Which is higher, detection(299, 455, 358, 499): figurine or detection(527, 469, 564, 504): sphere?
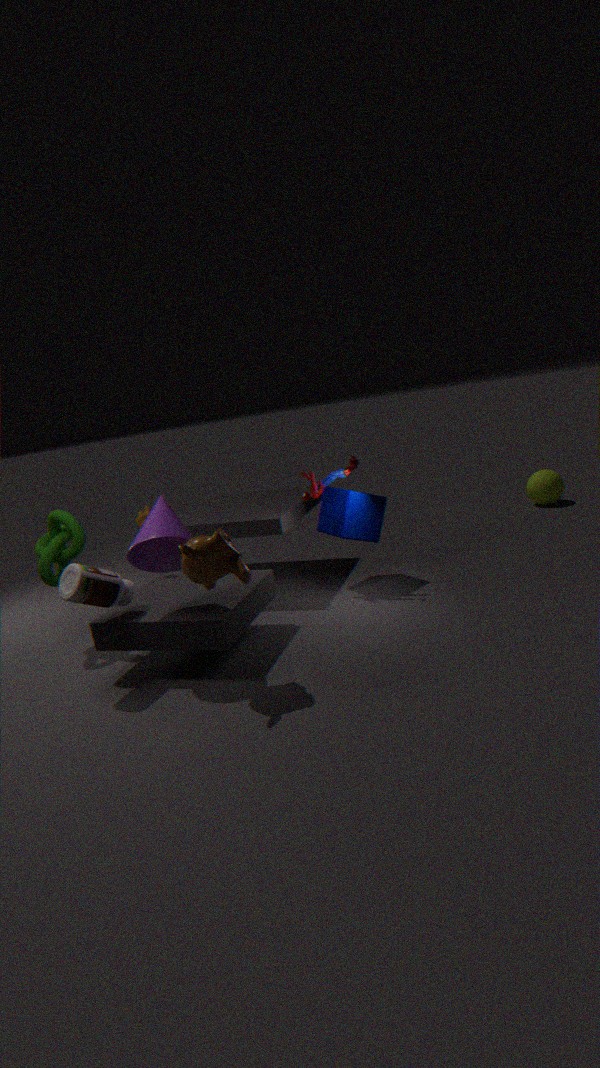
detection(299, 455, 358, 499): figurine
